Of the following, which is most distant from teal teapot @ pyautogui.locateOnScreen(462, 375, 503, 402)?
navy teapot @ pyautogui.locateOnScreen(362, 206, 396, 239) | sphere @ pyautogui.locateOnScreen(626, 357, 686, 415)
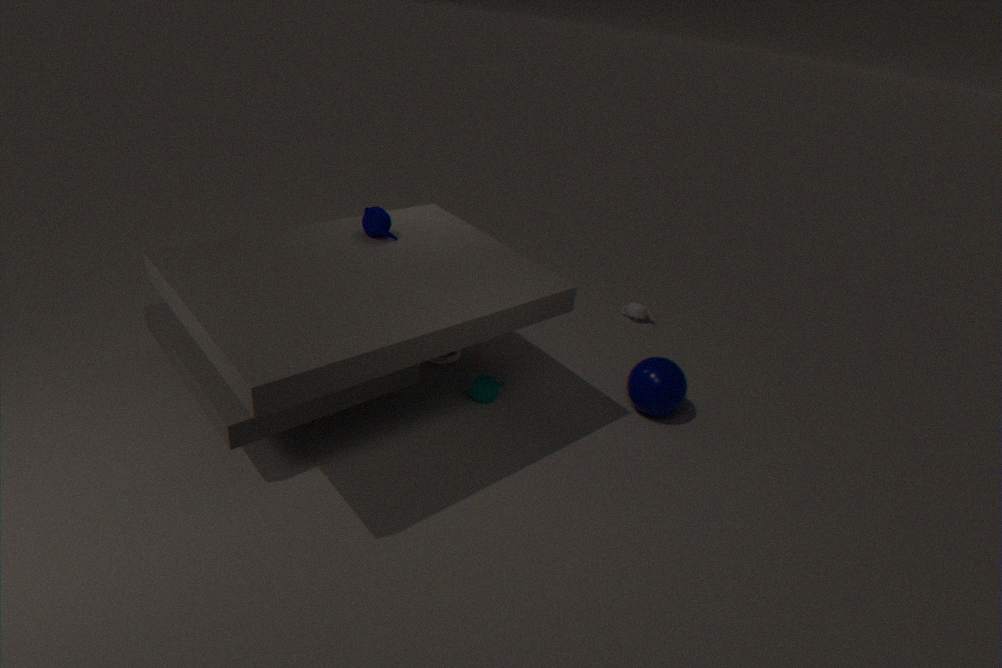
navy teapot @ pyautogui.locateOnScreen(362, 206, 396, 239)
